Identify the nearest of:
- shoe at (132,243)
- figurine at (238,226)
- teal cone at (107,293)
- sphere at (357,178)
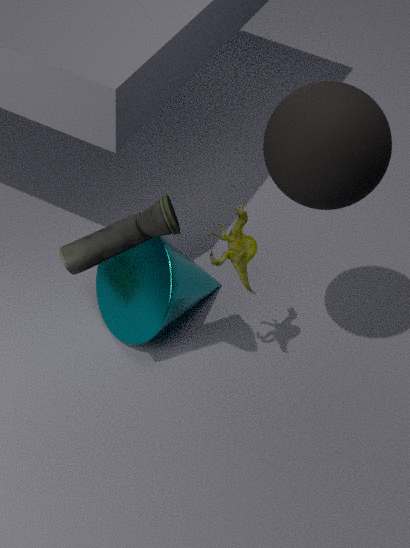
sphere at (357,178)
